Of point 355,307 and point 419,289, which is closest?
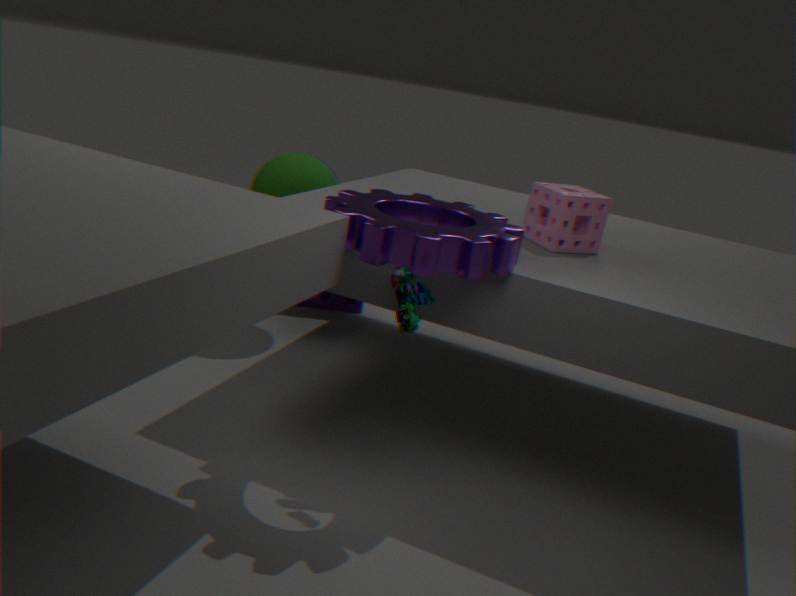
point 419,289
